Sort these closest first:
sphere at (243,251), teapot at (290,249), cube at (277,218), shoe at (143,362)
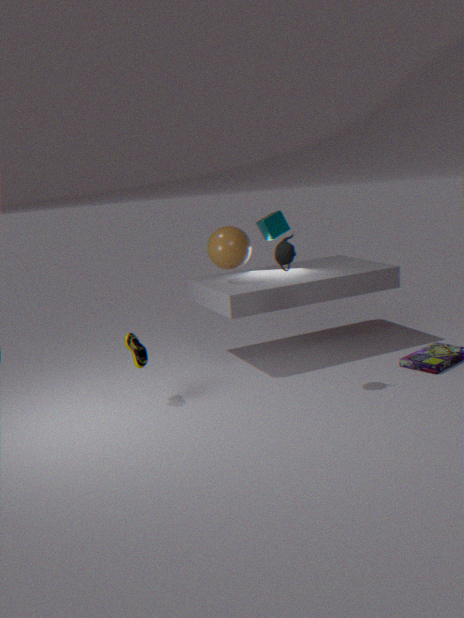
teapot at (290,249)
shoe at (143,362)
sphere at (243,251)
cube at (277,218)
